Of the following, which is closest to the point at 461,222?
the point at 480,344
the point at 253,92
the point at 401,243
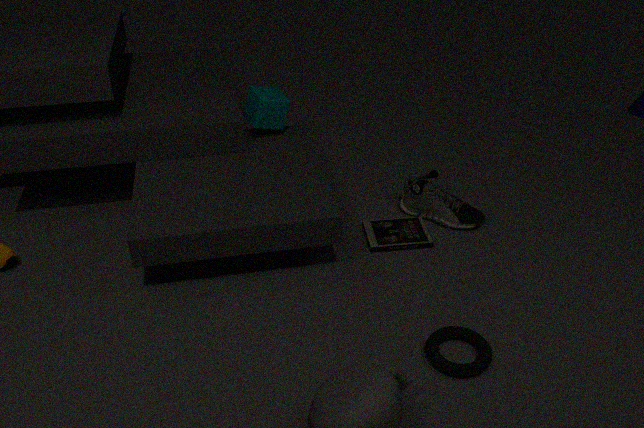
the point at 401,243
